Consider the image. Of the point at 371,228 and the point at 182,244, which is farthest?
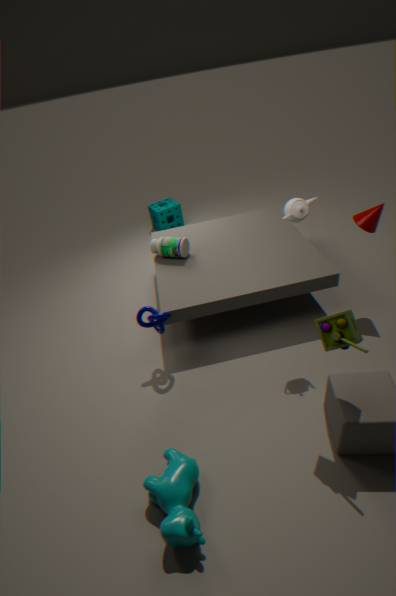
the point at 182,244
